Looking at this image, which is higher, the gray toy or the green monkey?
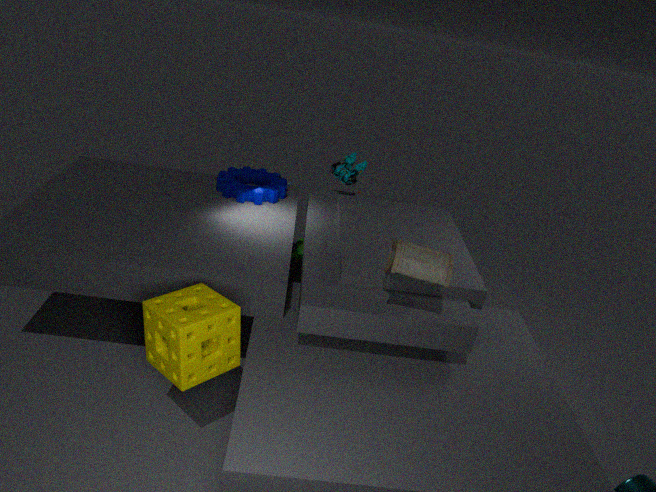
the gray toy
